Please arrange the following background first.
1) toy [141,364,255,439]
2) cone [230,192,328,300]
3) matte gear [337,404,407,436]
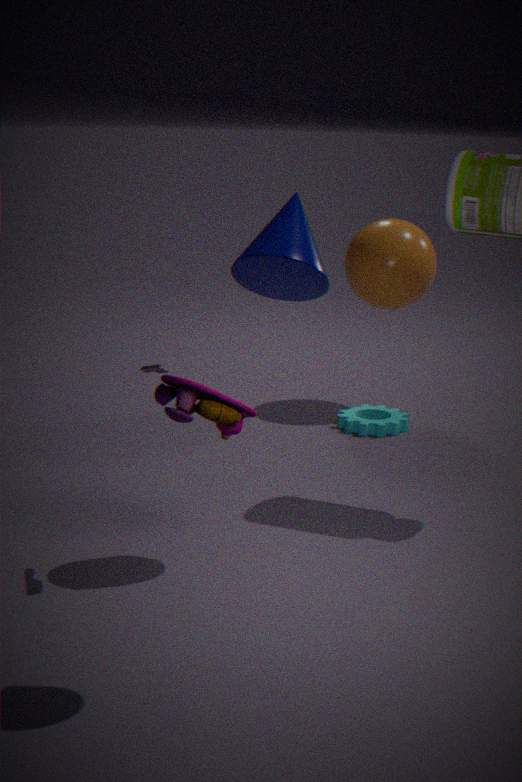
3. matte gear [337,404,407,436]
1. toy [141,364,255,439]
2. cone [230,192,328,300]
